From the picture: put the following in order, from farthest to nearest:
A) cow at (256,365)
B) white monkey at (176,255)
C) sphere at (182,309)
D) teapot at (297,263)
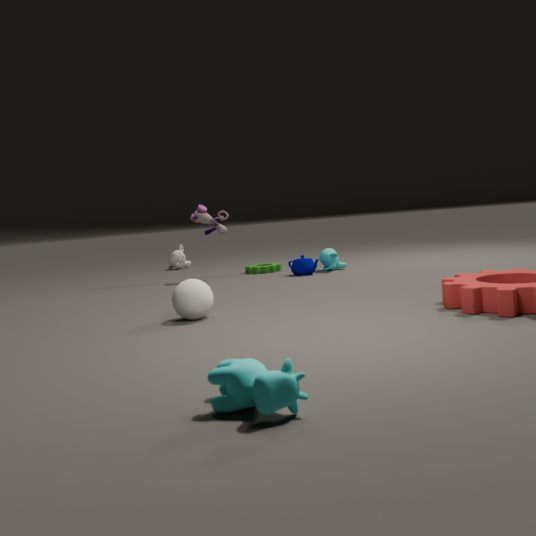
white monkey at (176,255), teapot at (297,263), sphere at (182,309), cow at (256,365)
